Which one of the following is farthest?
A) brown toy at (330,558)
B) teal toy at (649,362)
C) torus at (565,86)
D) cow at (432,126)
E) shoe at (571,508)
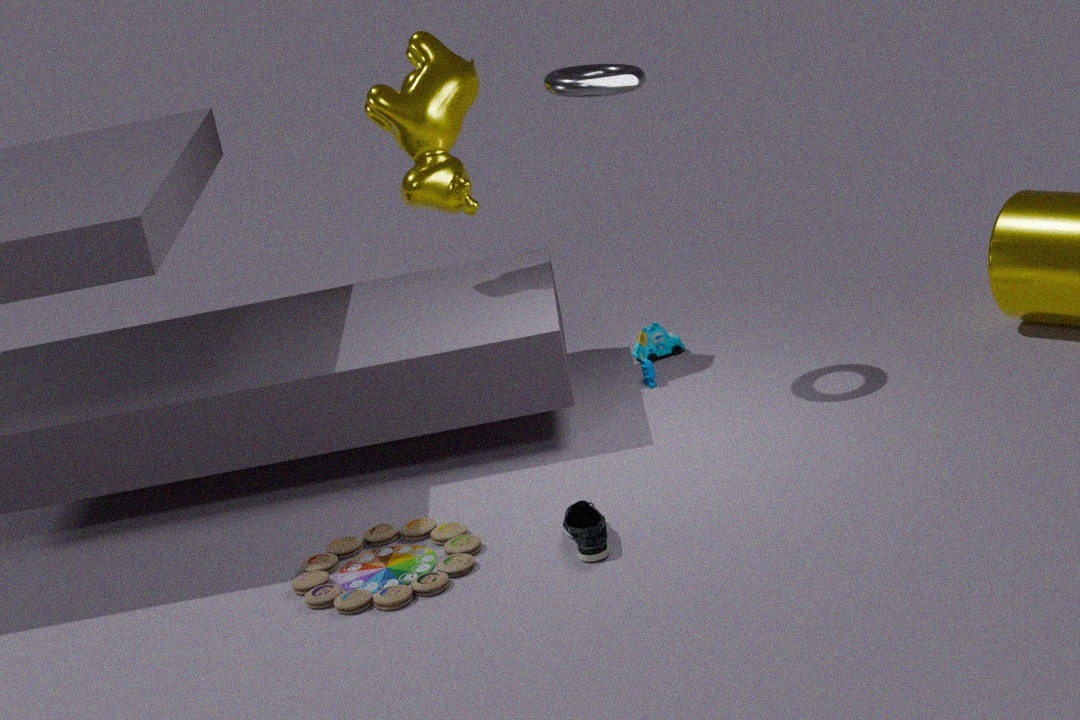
teal toy at (649,362)
